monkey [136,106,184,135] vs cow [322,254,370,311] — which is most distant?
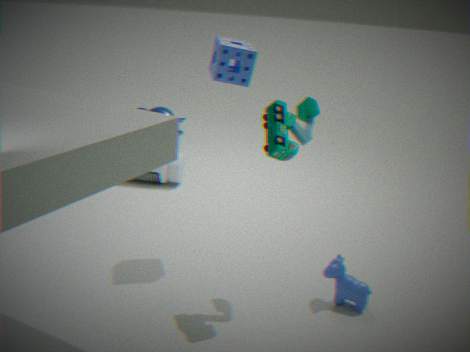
monkey [136,106,184,135]
